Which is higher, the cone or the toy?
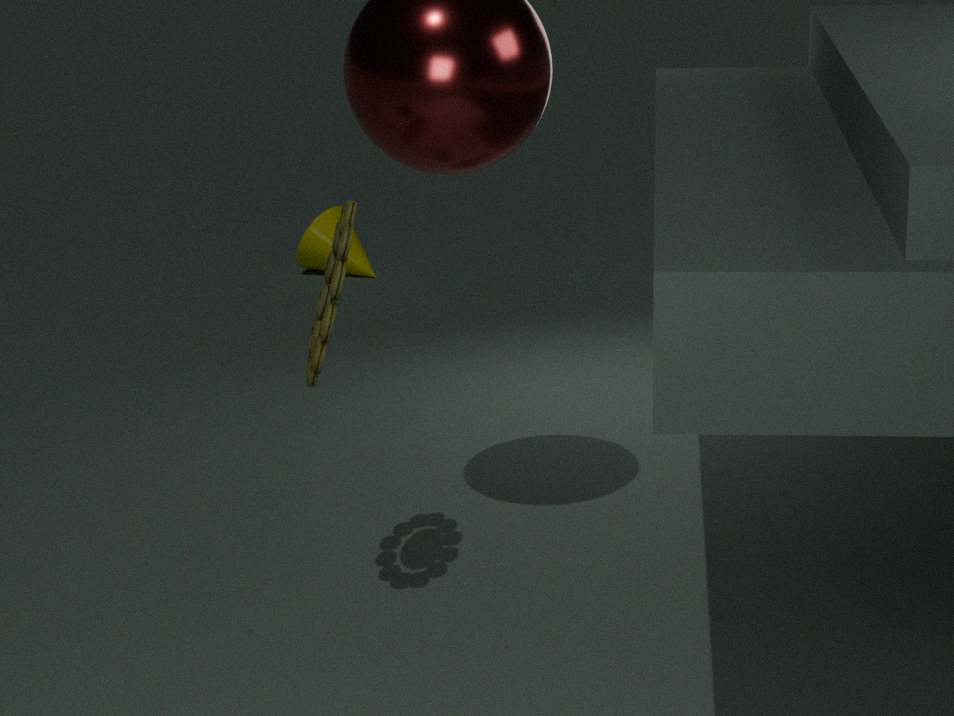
the toy
